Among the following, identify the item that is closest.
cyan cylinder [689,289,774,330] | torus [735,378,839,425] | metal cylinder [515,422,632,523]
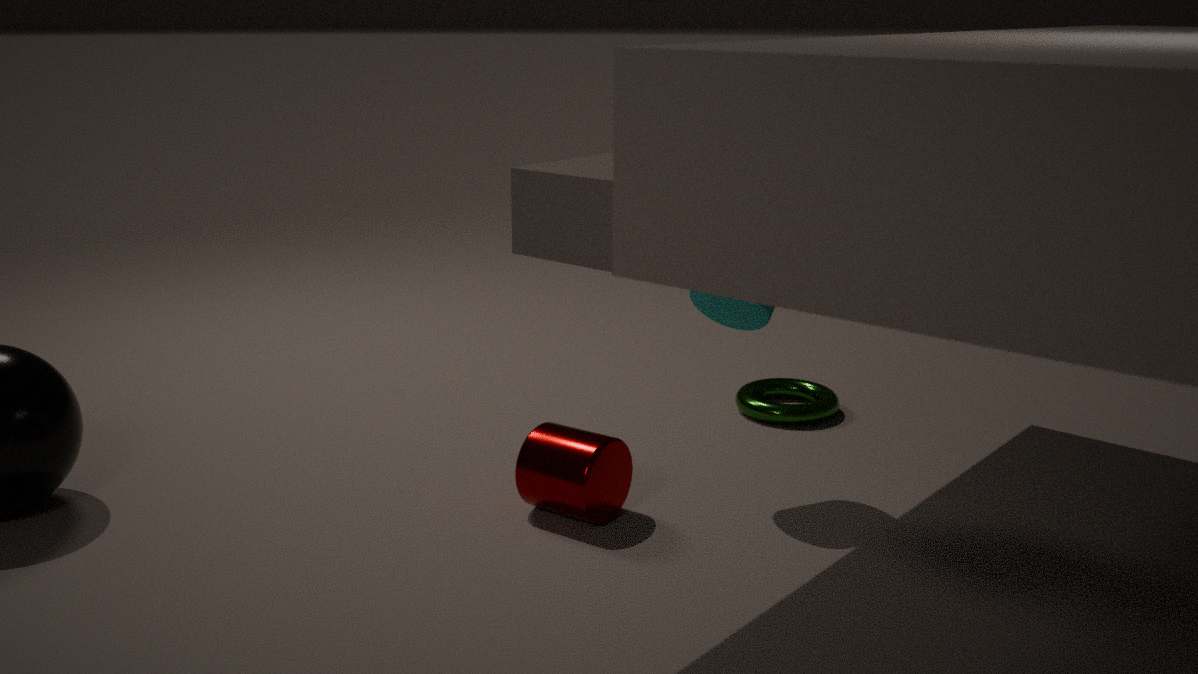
metal cylinder [515,422,632,523]
